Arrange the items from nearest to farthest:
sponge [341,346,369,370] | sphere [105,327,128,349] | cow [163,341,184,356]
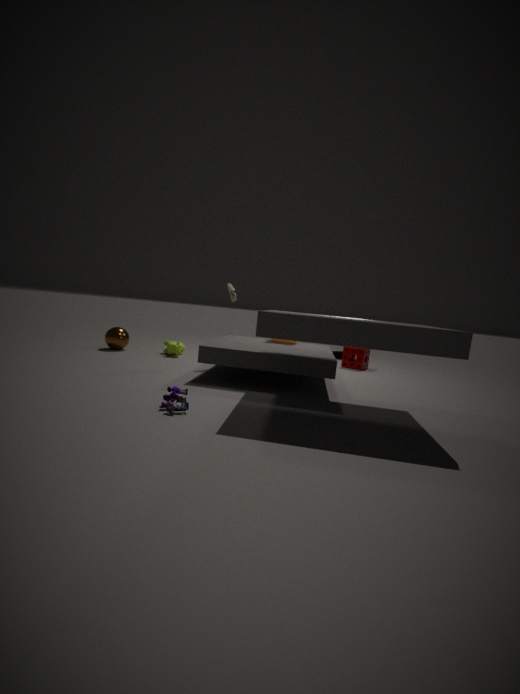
cow [163,341,184,356] < sphere [105,327,128,349] < sponge [341,346,369,370]
